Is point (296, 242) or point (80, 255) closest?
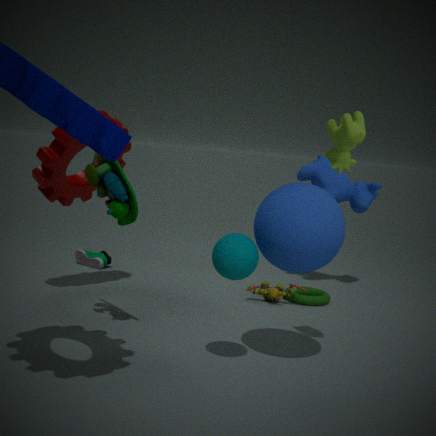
point (296, 242)
